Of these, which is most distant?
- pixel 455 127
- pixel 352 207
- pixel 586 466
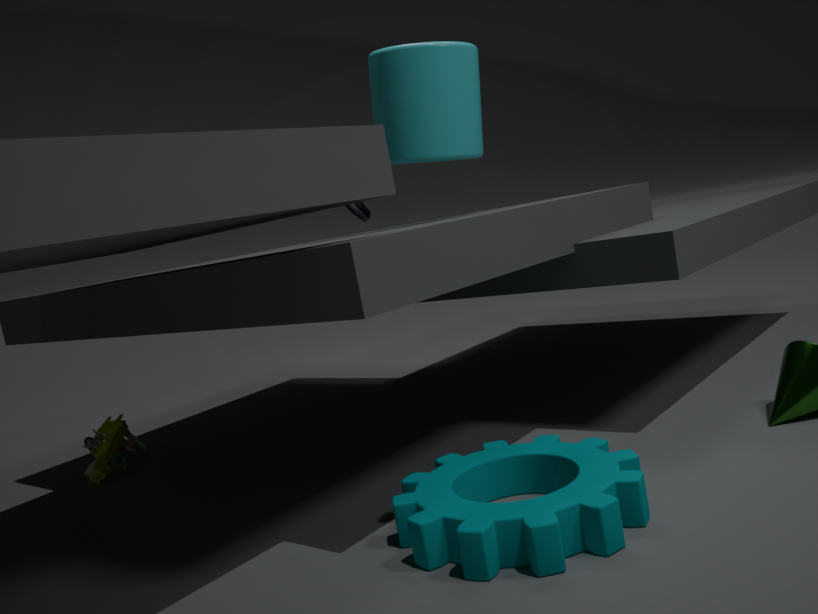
pixel 352 207
